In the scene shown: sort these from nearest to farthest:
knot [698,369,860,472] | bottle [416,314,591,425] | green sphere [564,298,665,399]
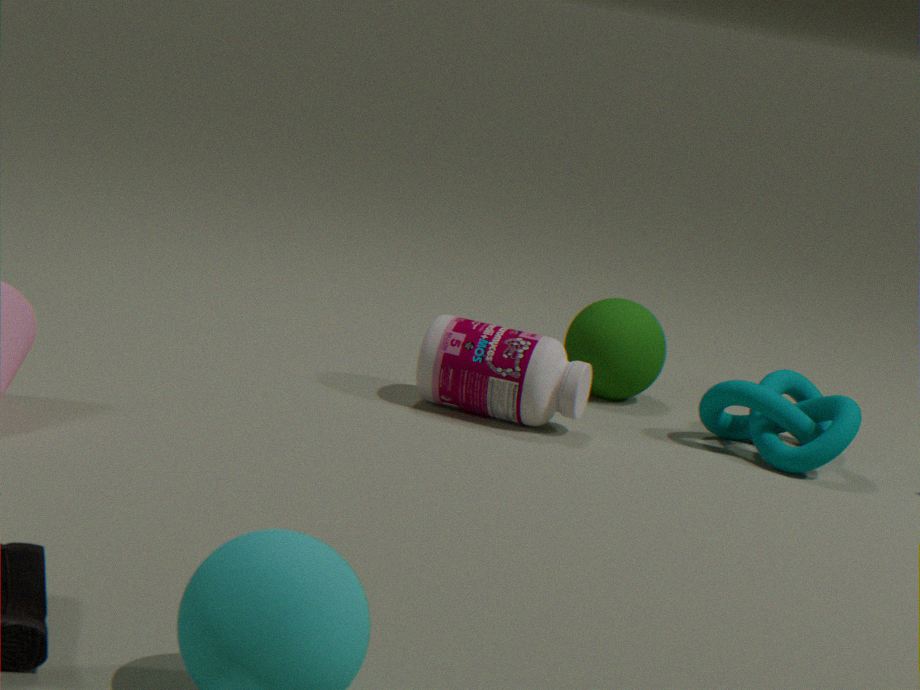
bottle [416,314,591,425]
knot [698,369,860,472]
green sphere [564,298,665,399]
